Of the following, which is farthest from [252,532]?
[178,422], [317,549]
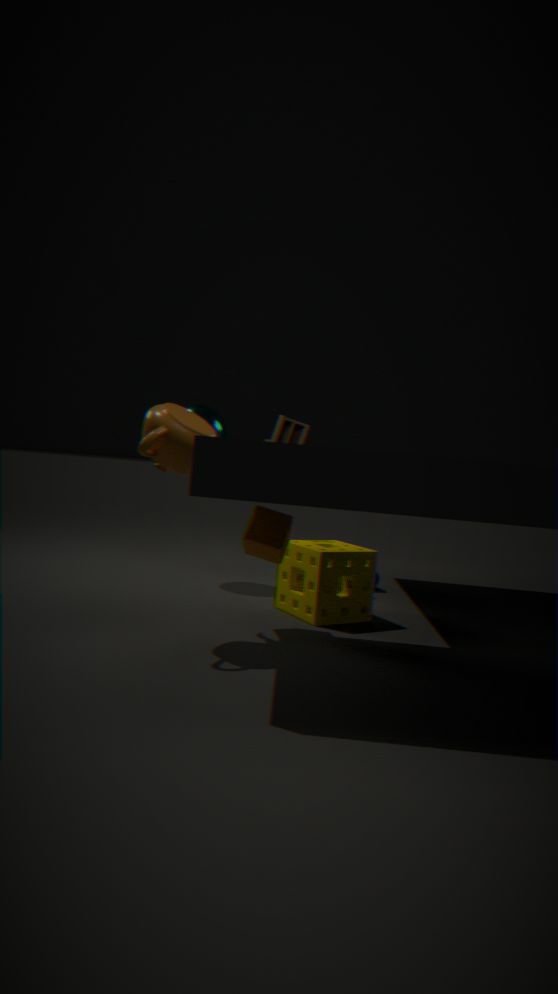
[178,422]
